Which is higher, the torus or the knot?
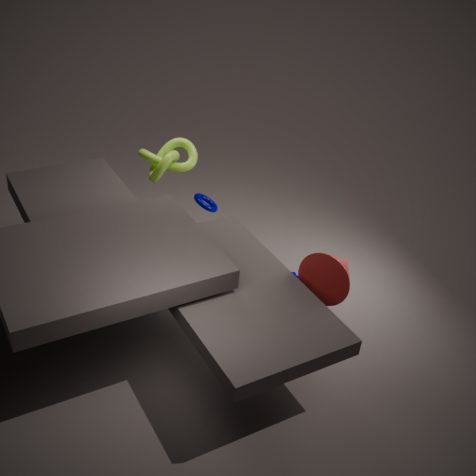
the knot
